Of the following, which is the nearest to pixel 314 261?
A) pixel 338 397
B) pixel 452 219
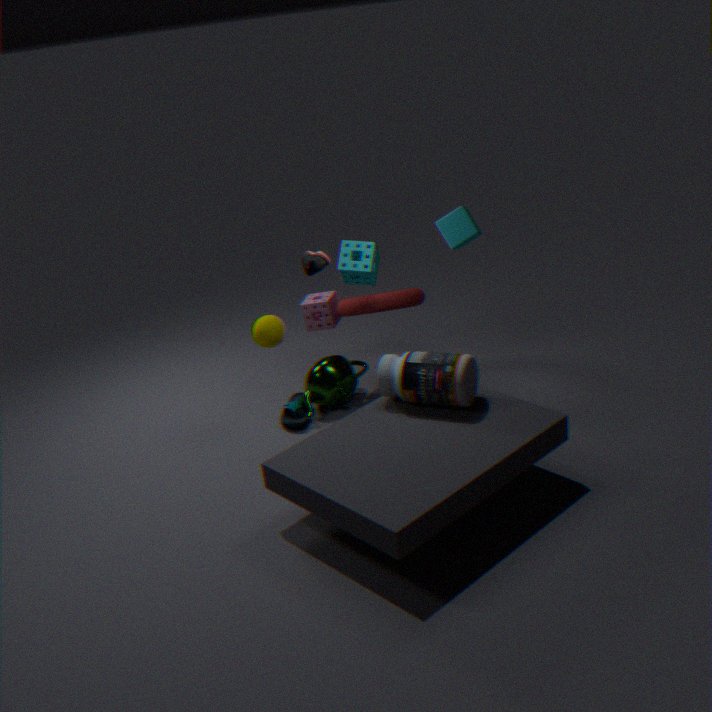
pixel 338 397
